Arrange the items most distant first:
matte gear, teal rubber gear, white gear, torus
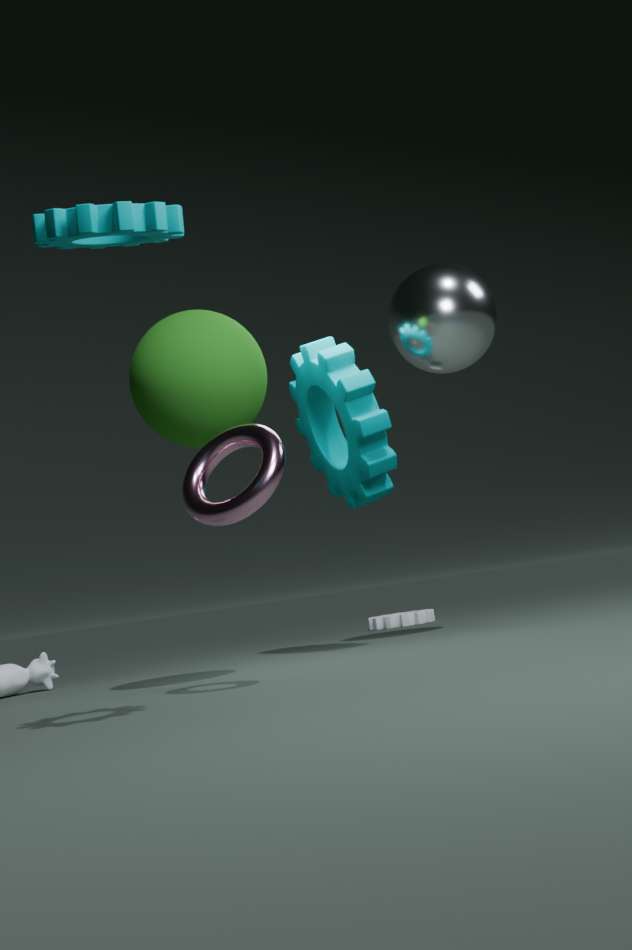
1. white gear
2. matte gear
3. torus
4. teal rubber gear
